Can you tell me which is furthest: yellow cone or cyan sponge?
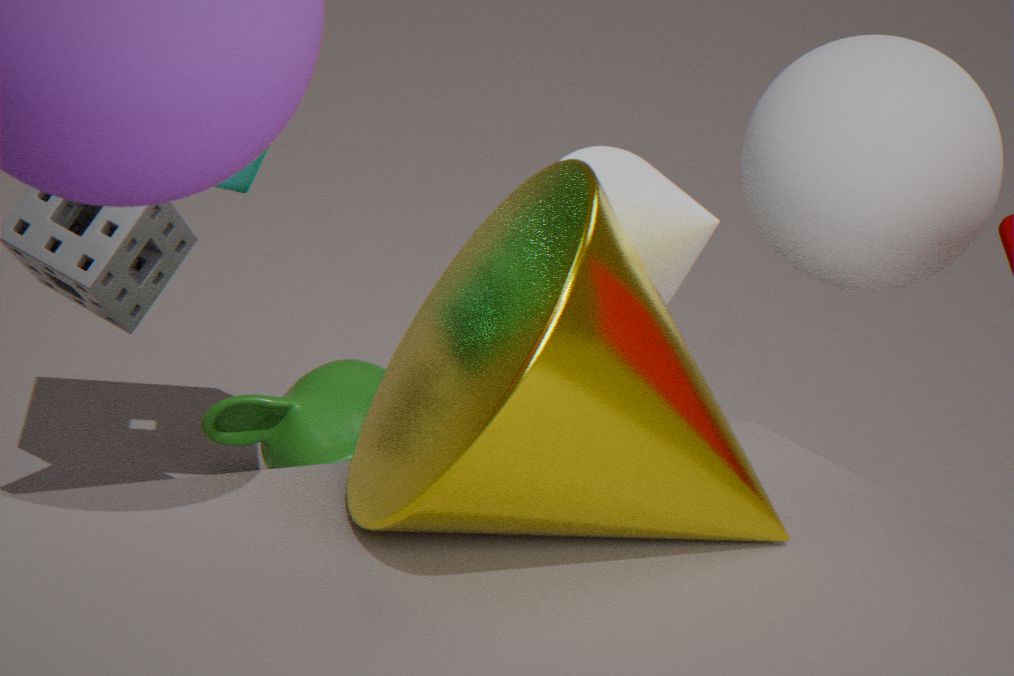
cyan sponge
